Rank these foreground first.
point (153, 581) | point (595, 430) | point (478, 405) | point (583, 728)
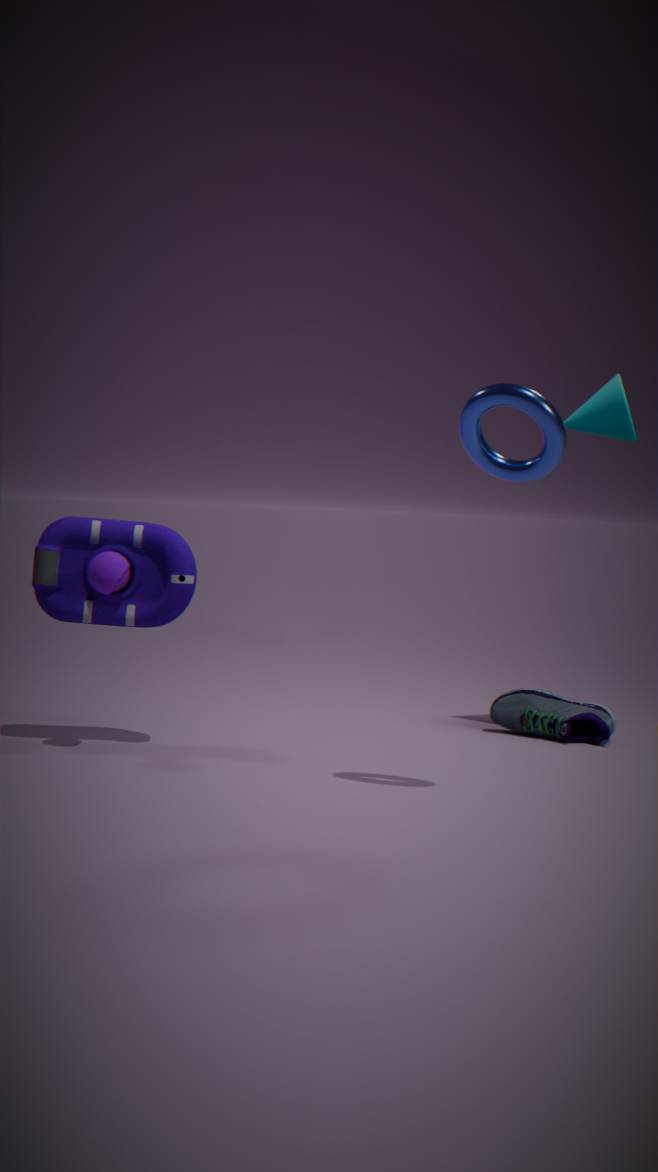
point (478, 405), point (153, 581), point (595, 430), point (583, 728)
